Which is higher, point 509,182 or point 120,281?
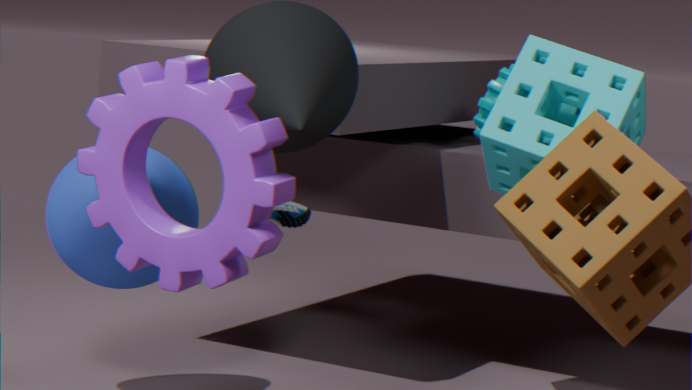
point 509,182
